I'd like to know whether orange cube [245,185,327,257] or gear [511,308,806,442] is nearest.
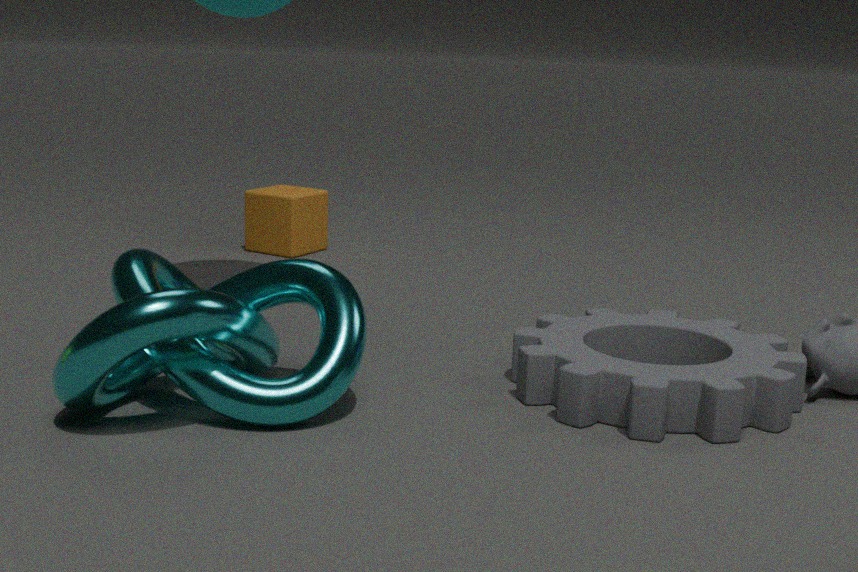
gear [511,308,806,442]
